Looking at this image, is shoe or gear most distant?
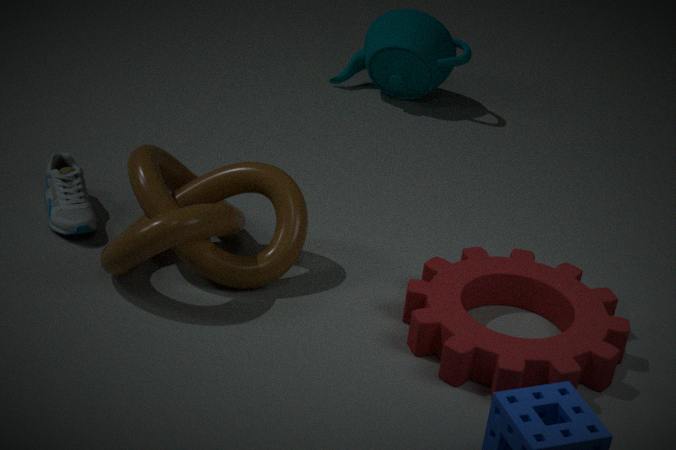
shoe
